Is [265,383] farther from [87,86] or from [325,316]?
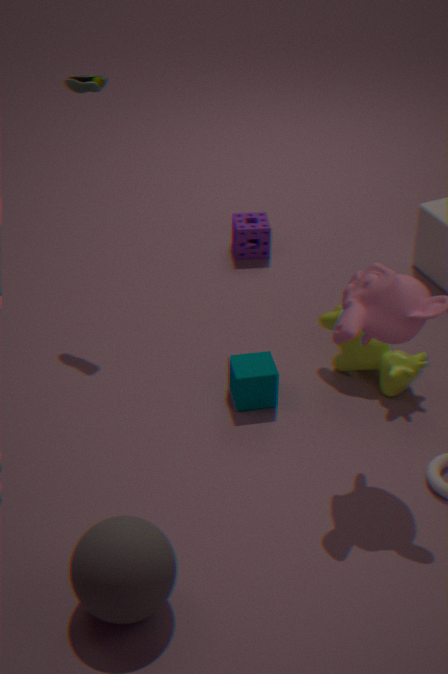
[87,86]
